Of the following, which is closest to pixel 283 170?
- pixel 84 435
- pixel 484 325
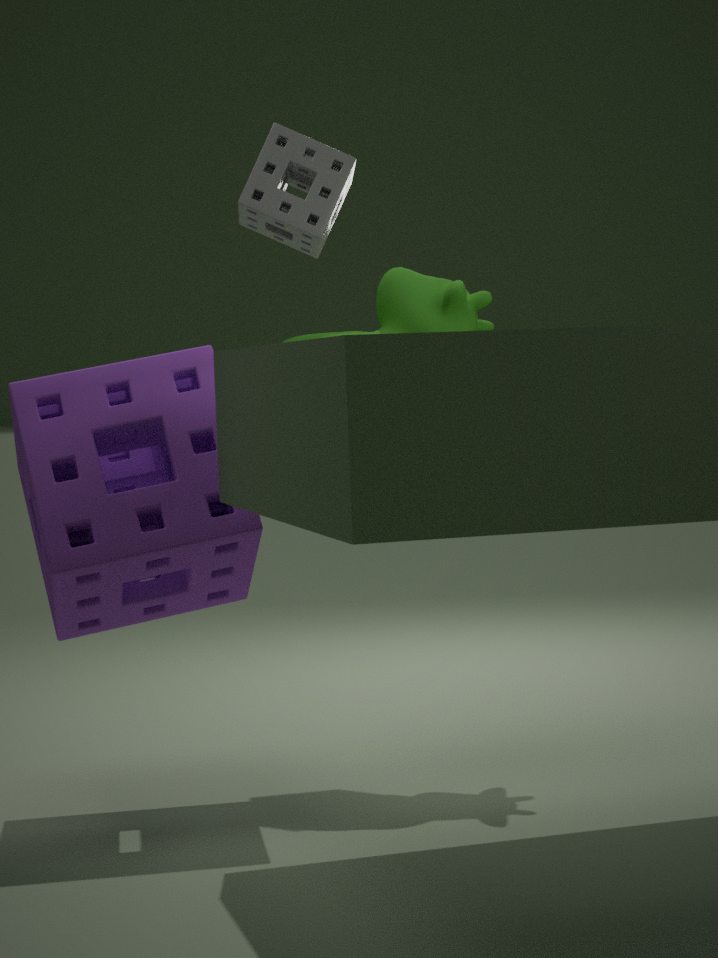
pixel 484 325
